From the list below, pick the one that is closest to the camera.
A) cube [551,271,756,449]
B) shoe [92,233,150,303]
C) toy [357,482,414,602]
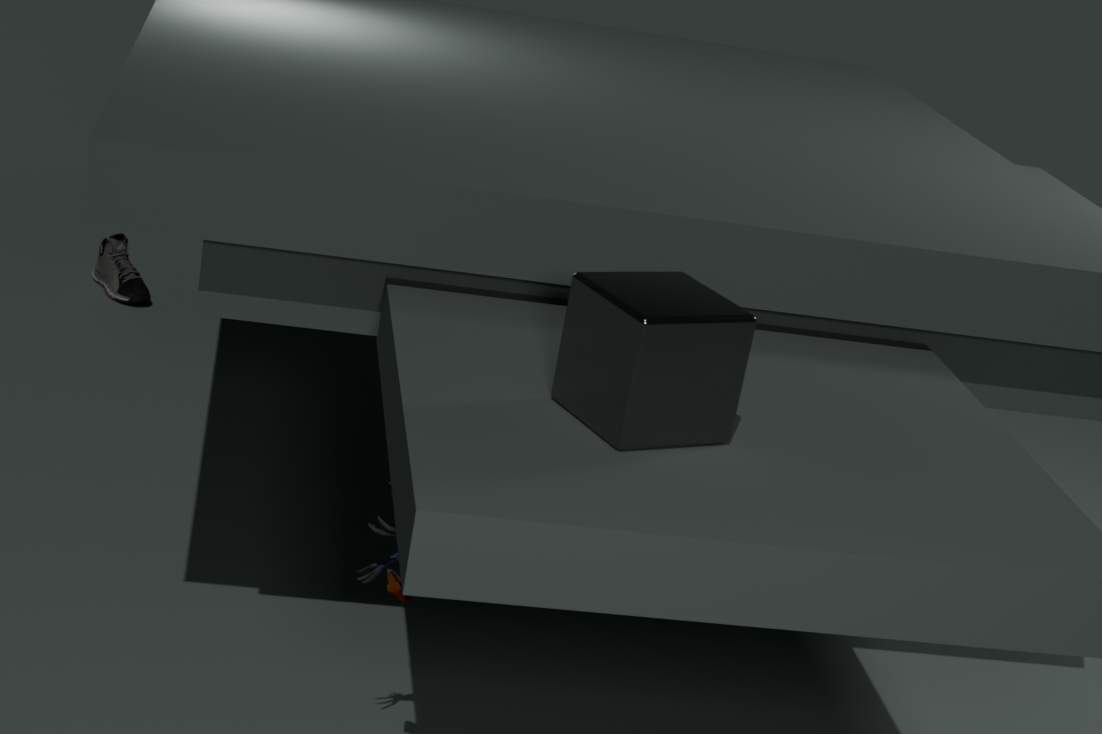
A. cube [551,271,756,449]
